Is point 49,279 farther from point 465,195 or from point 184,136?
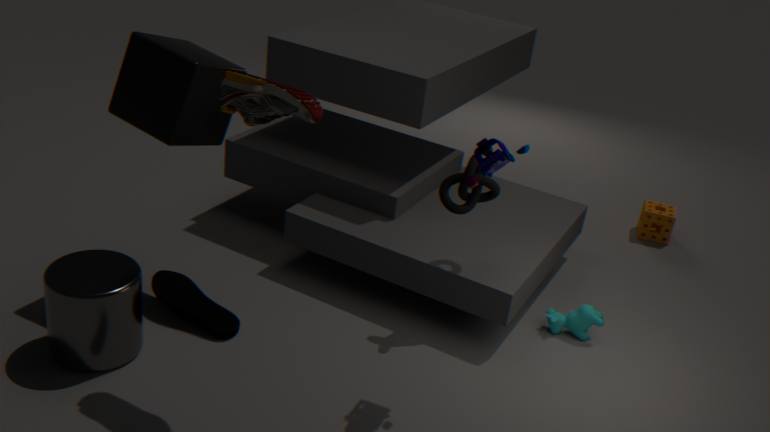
point 465,195
